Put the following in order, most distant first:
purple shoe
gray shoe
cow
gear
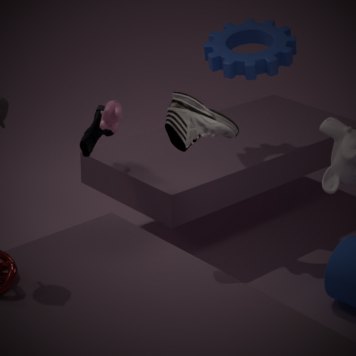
gear < purple shoe < cow < gray shoe
